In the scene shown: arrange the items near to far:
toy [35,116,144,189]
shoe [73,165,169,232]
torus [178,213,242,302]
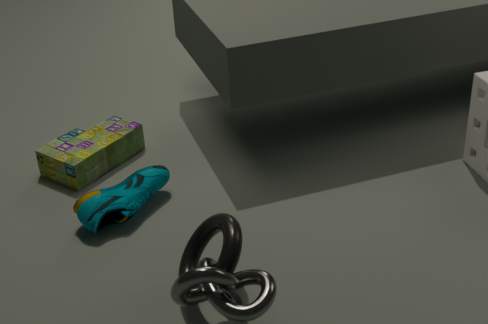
1. torus [178,213,242,302]
2. shoe [73,165,169,232]
3. toy [35,116,144,189]
